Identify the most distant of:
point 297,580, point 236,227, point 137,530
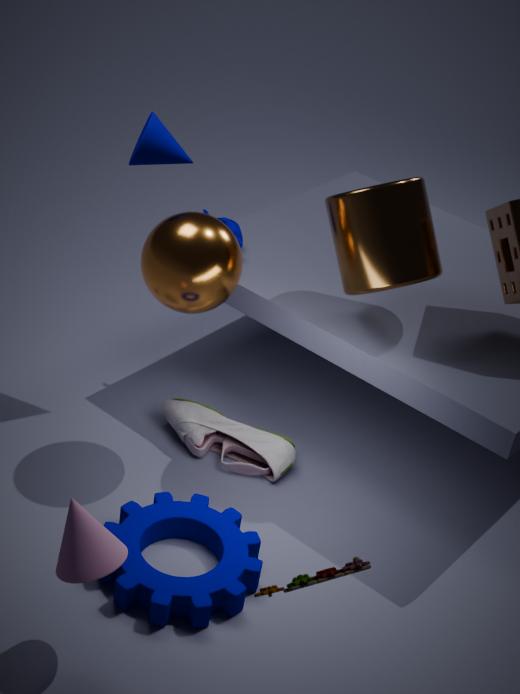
point 236,227
